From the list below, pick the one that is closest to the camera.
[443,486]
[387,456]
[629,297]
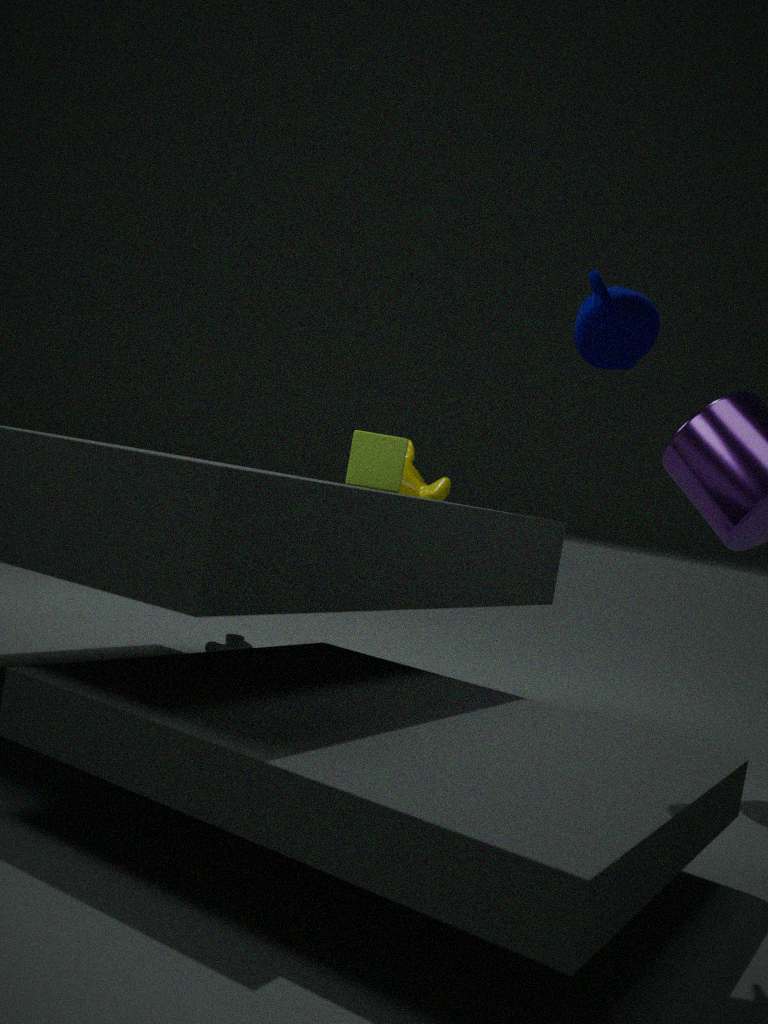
[629,297]
